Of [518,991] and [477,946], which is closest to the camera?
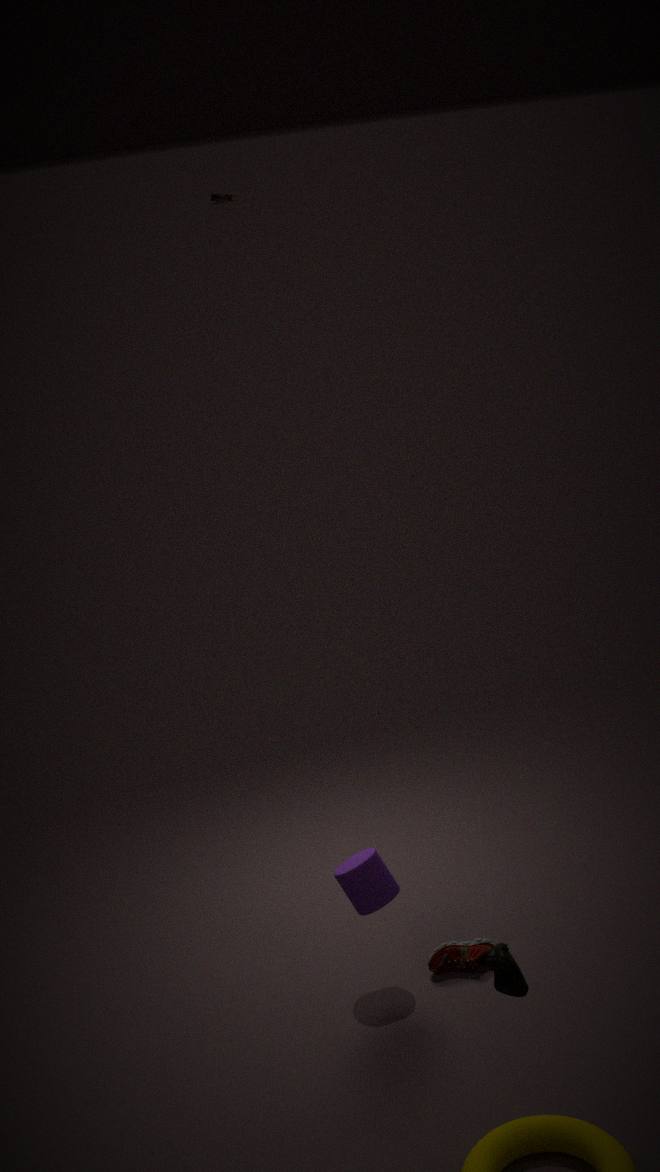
[518,991]
